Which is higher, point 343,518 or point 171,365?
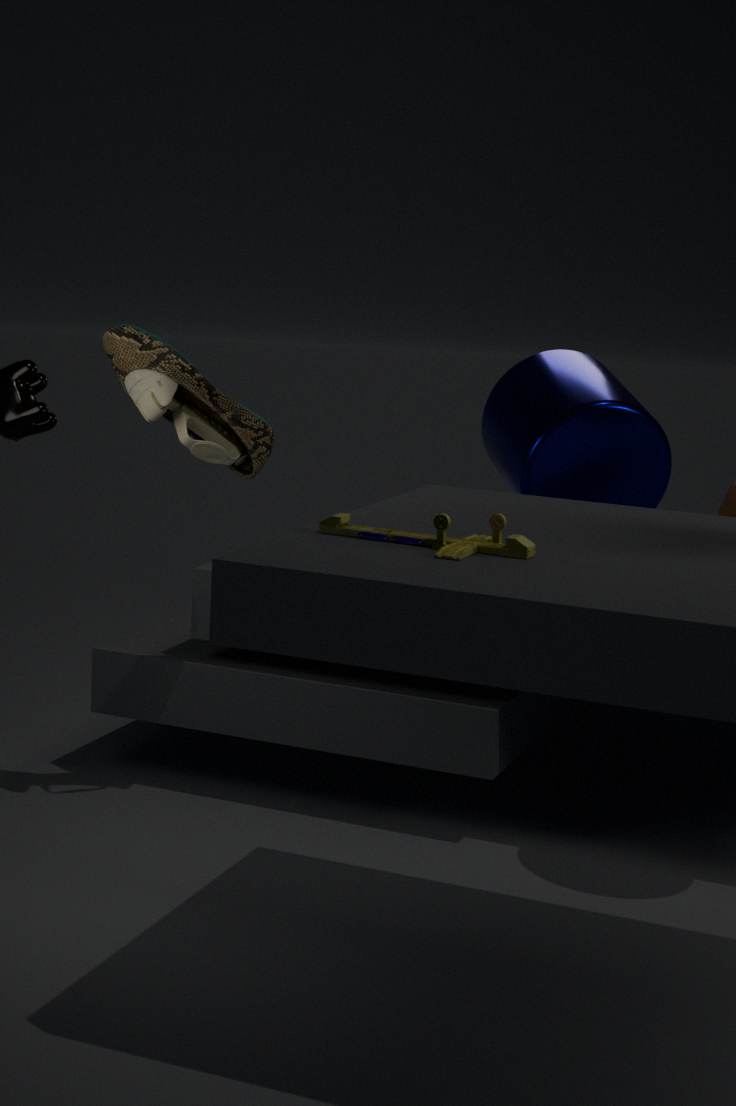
point 171,365
